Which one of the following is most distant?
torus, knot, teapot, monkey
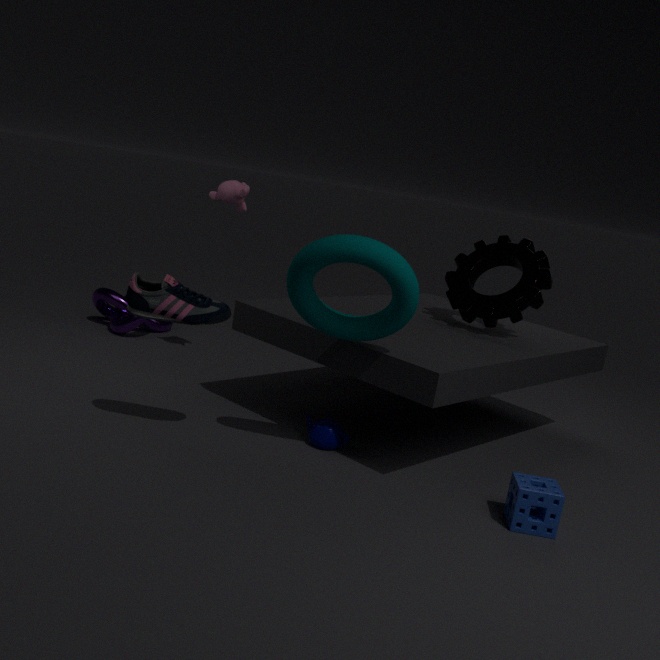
knot
